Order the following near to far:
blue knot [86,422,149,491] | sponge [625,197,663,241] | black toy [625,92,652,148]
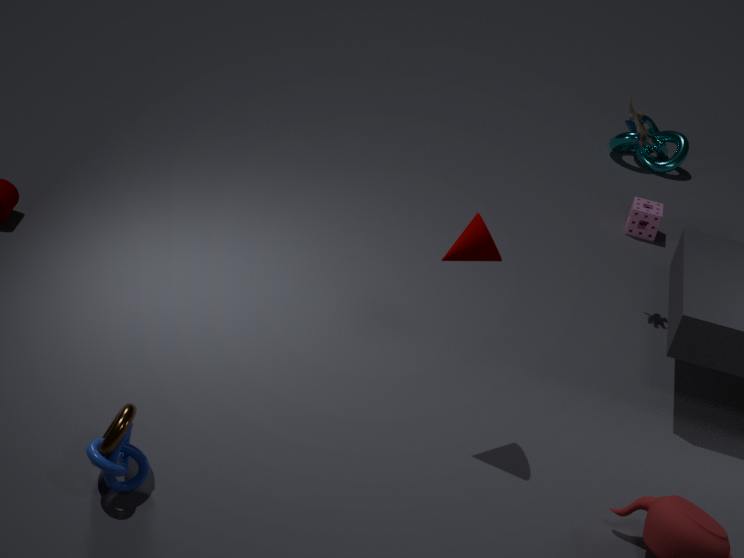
blue knot [86,422,149,491] → black toy [625,92,652,148] → sponge [625,197,663,241]
